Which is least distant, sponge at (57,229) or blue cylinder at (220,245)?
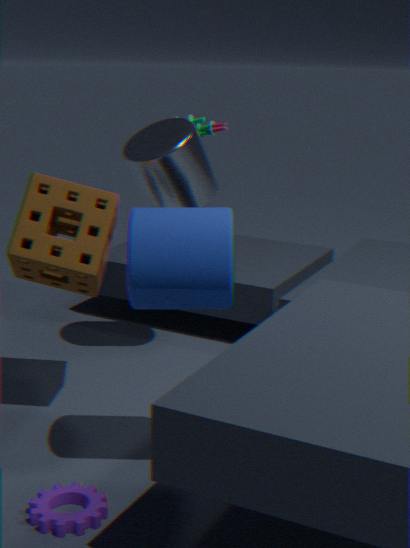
blue cylinder at (220,245)
